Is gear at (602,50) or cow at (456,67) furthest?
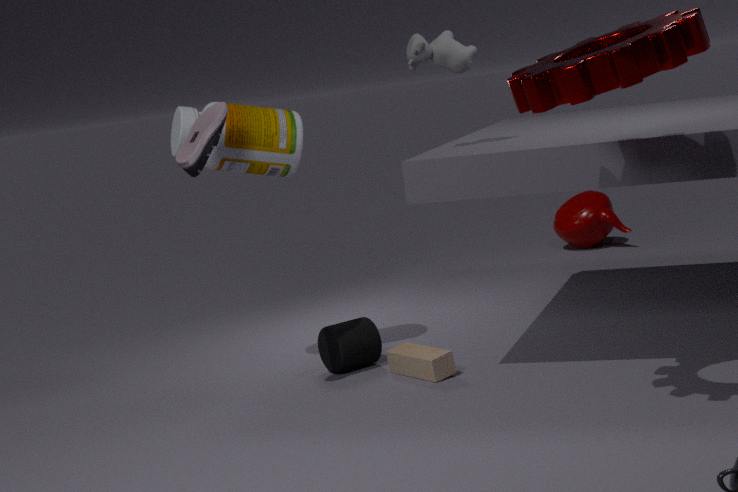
cow at (456,67)
